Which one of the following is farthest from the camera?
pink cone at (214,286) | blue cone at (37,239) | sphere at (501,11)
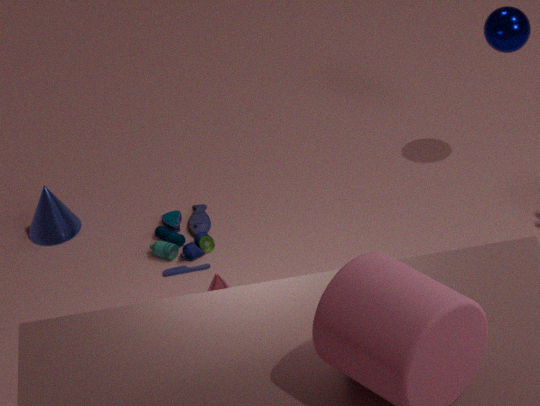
blue cone at (37,239)
